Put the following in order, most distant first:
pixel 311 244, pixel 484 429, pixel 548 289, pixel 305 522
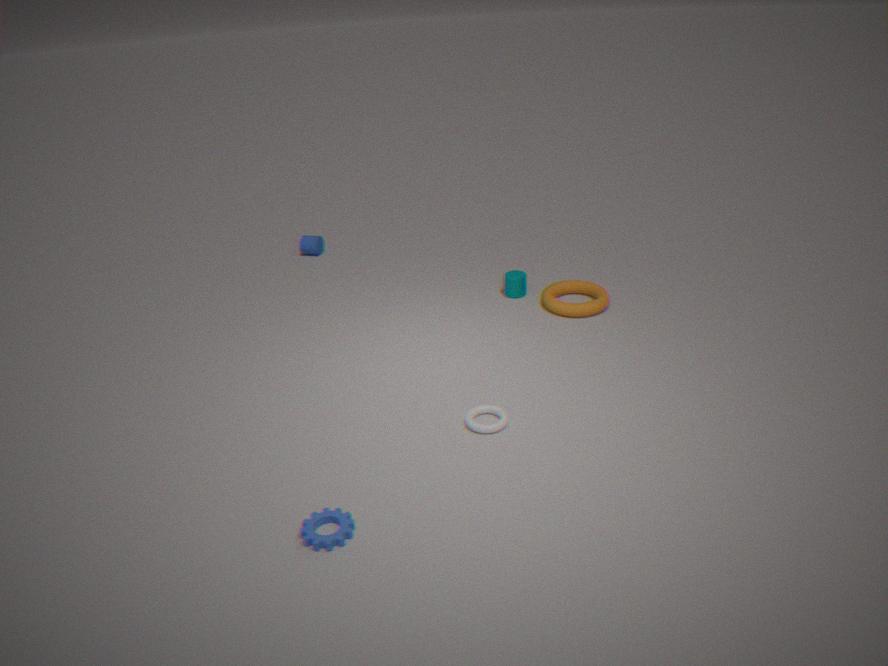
pixel 311 244
pixel 548 289
pixel 484 429
pixel 305 522
